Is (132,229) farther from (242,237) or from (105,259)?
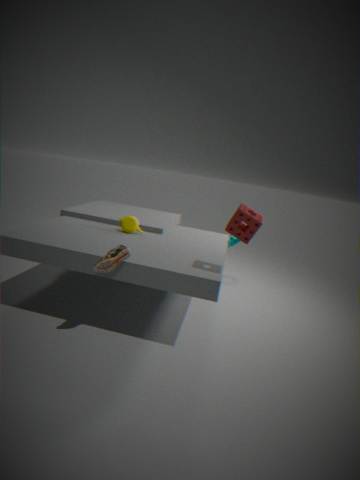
(242,237)
